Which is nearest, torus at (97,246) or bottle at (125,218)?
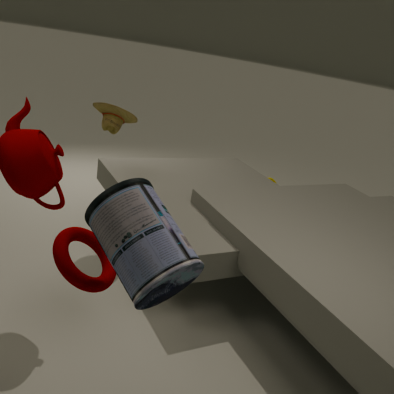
bottle at (125,218)
